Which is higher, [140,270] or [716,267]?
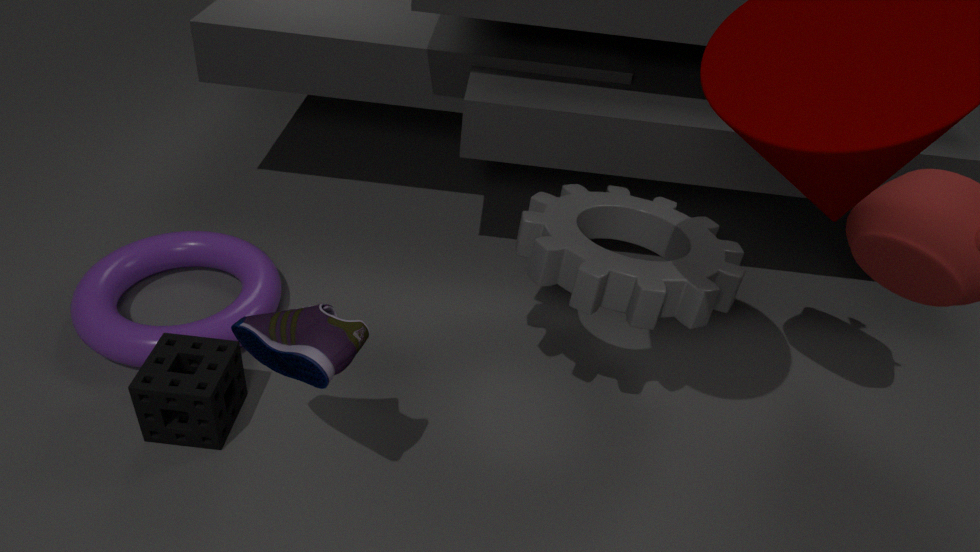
[716,267]
